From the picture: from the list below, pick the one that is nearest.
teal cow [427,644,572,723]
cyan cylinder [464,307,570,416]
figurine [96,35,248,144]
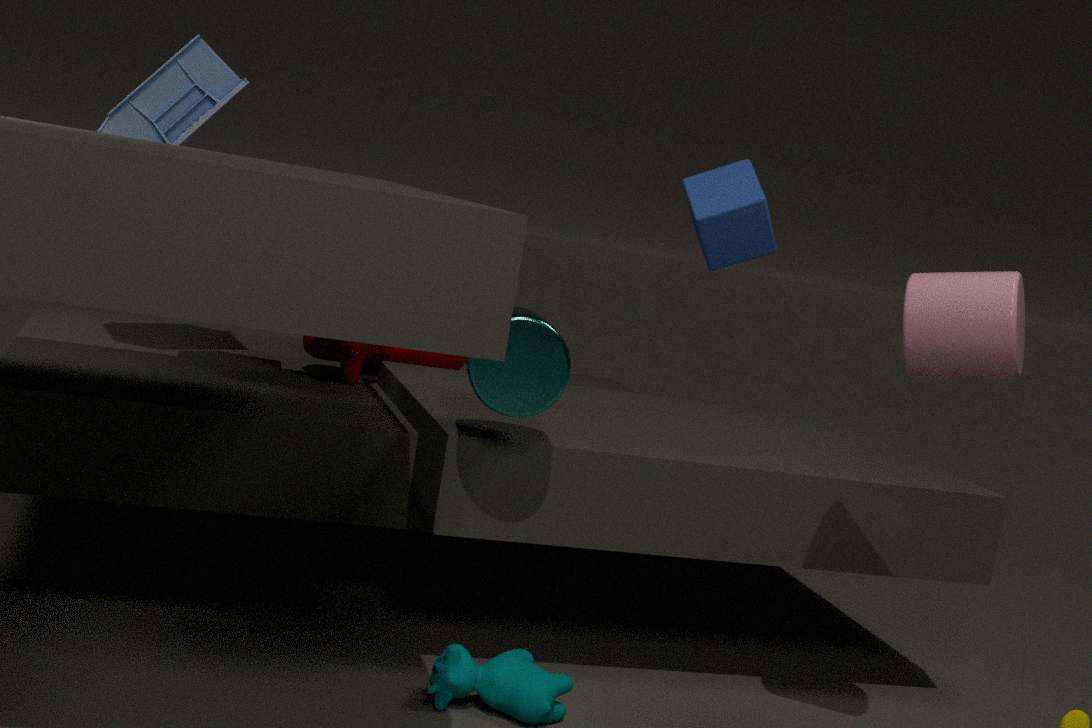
cyan cylinder [464,307,570,416]
